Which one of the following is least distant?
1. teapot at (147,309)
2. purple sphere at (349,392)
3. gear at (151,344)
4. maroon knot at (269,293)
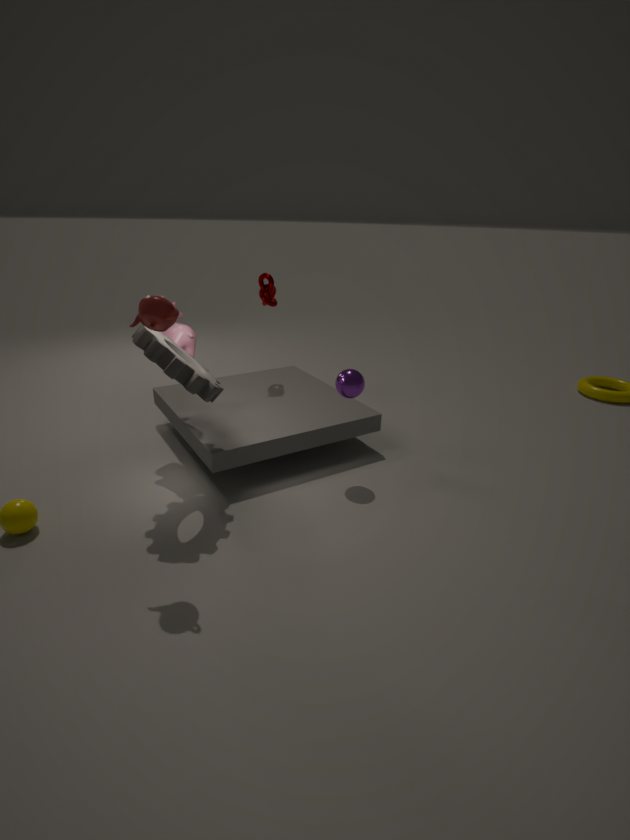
teapot at (147,309)
